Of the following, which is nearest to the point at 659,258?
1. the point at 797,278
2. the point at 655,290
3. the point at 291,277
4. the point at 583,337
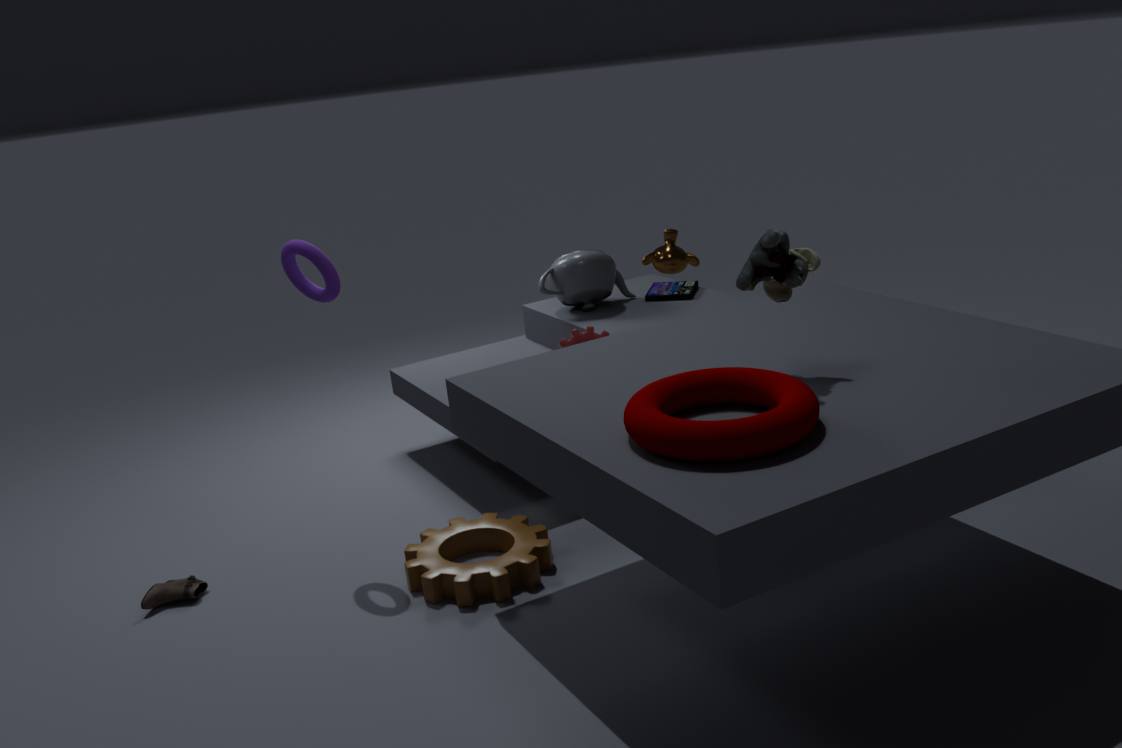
the point at 655,290
